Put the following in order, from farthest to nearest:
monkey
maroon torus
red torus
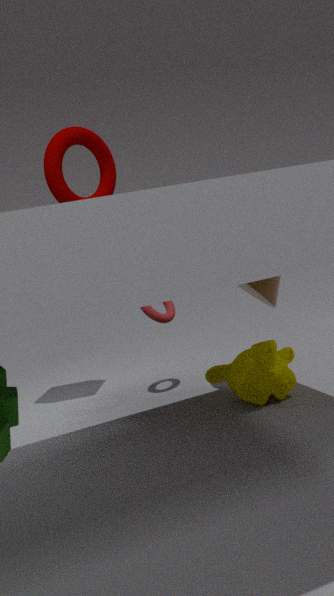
1. red torus
2. monkey
3. maroon torus
